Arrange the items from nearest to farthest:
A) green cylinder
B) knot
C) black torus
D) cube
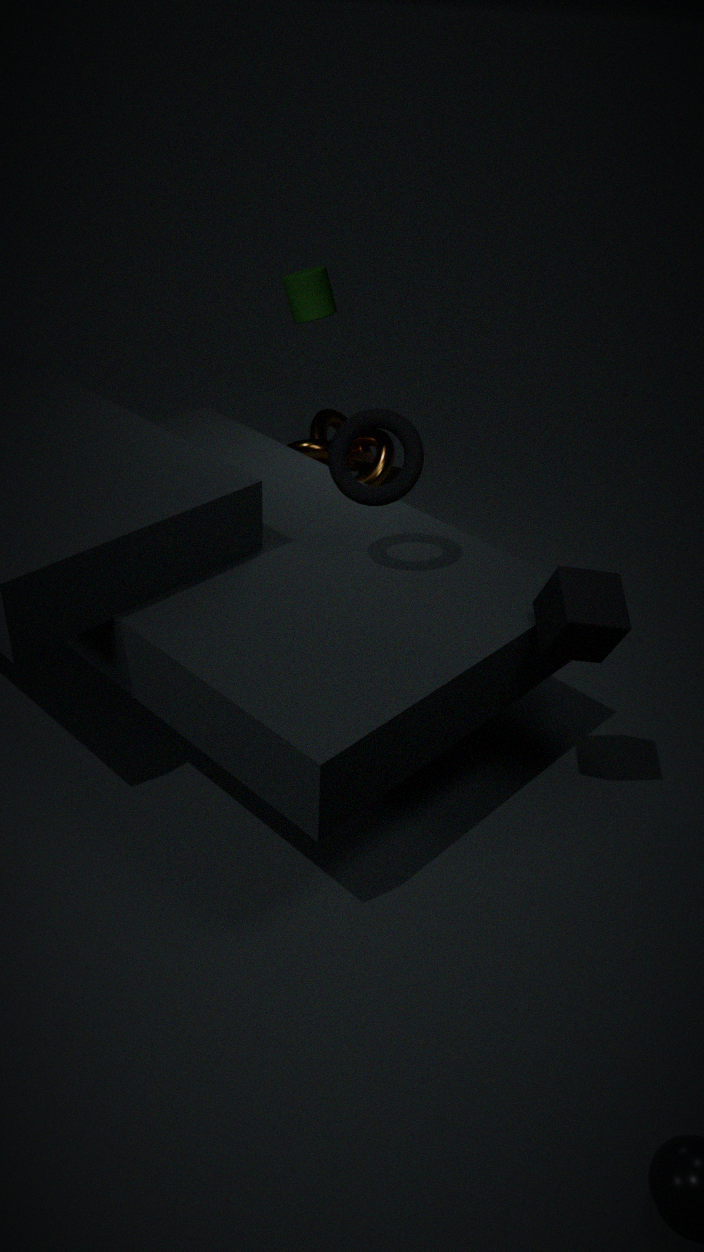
cube → black torus → green cylinder → knot
